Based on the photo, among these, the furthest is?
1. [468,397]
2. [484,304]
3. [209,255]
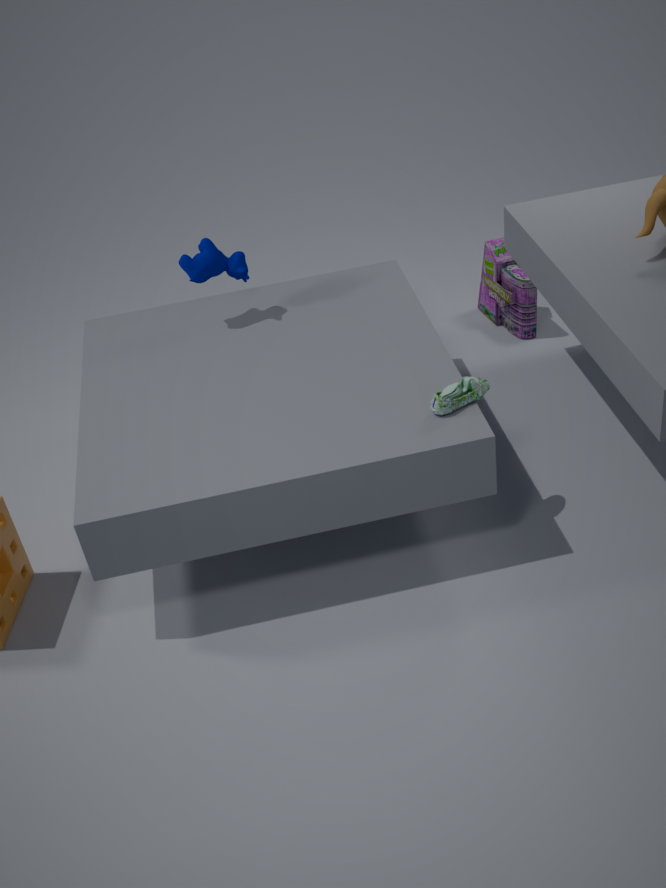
[484,304]
